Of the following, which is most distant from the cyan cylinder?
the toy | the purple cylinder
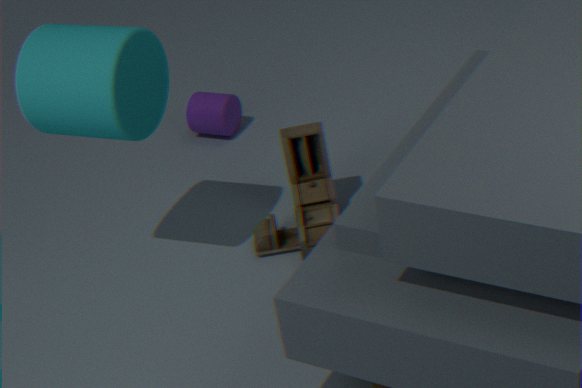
the purple cylinder
